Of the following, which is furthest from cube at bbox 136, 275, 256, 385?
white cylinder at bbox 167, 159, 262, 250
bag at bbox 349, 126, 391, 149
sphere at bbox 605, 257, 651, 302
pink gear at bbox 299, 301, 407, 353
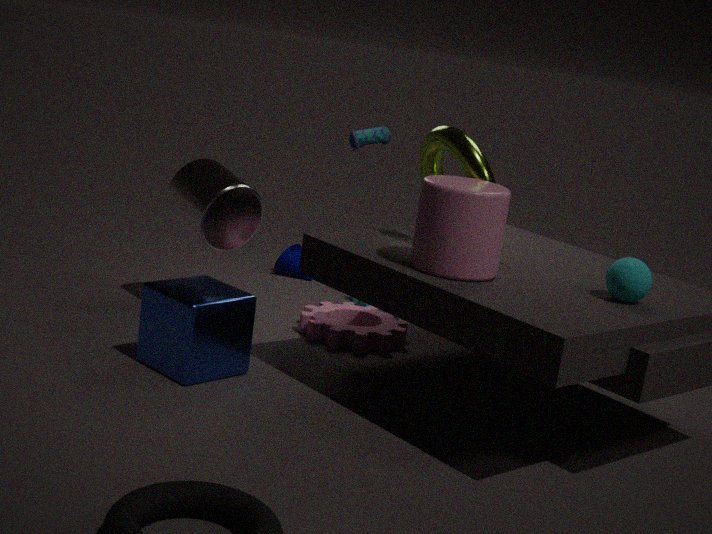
sphere at bbox 605, 257, 651, 302
